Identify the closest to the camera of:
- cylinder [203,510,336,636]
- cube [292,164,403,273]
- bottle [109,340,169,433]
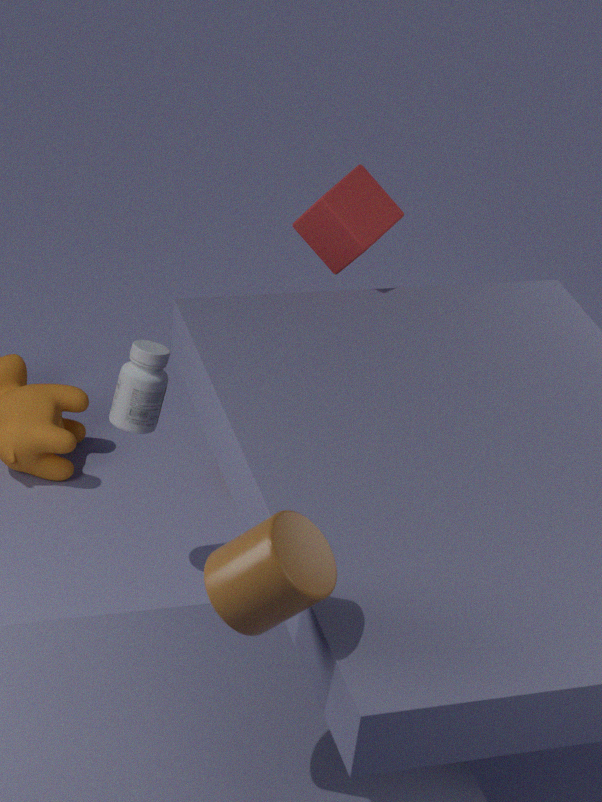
cylinder [203,510,336,636]
